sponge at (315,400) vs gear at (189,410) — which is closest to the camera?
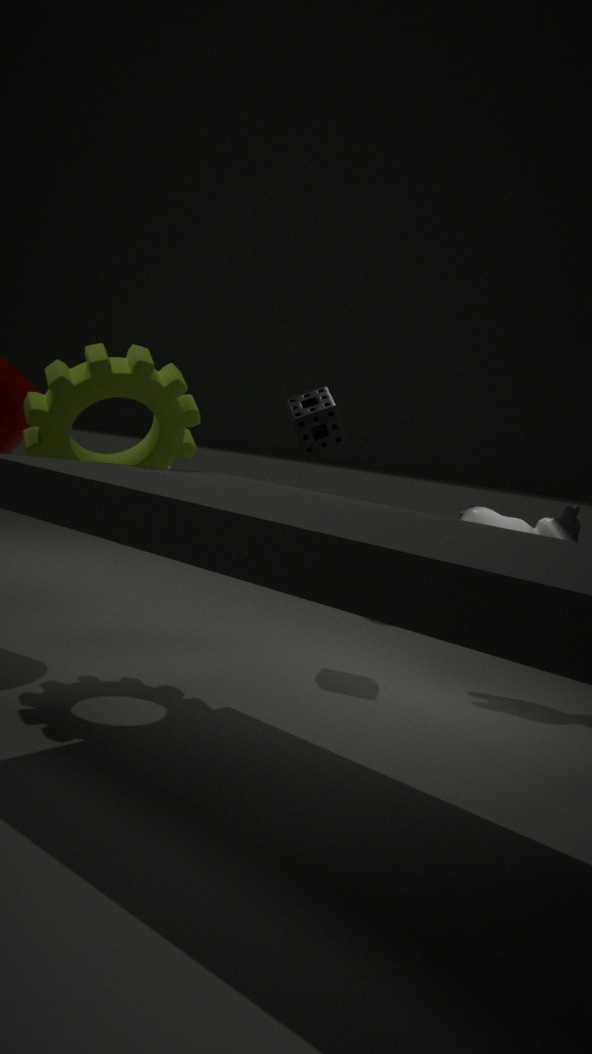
gear at (189,410)
